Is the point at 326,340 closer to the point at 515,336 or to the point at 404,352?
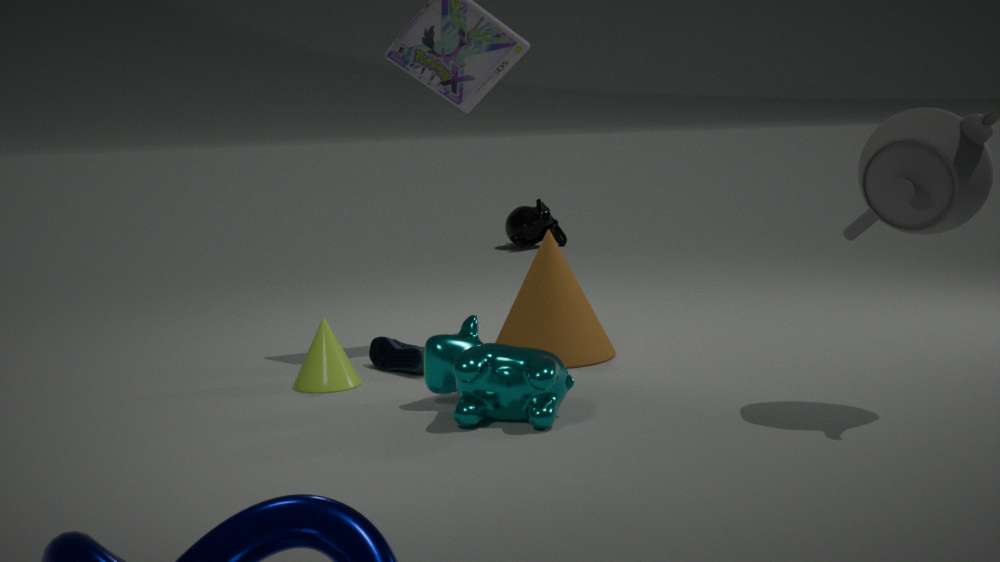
the point at 404,352
